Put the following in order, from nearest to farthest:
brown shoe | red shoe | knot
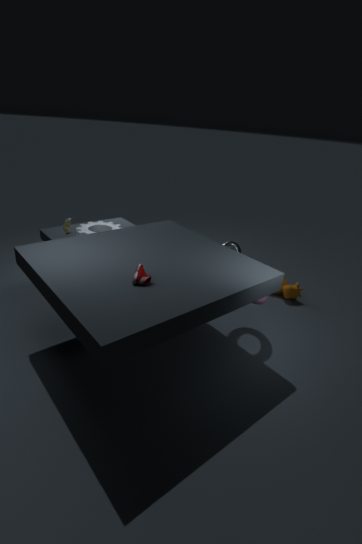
red shoe, brown shoe, knot
